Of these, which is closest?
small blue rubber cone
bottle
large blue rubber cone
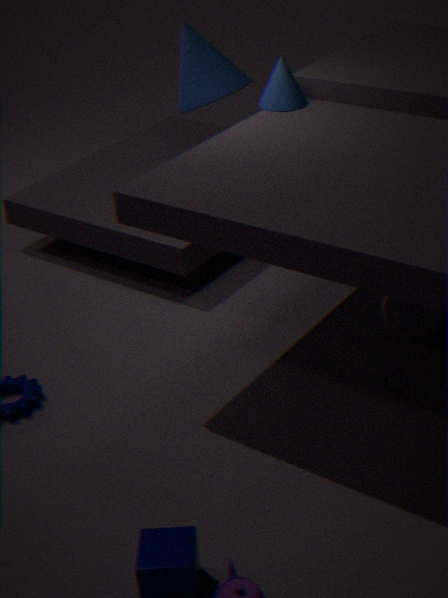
bottle
